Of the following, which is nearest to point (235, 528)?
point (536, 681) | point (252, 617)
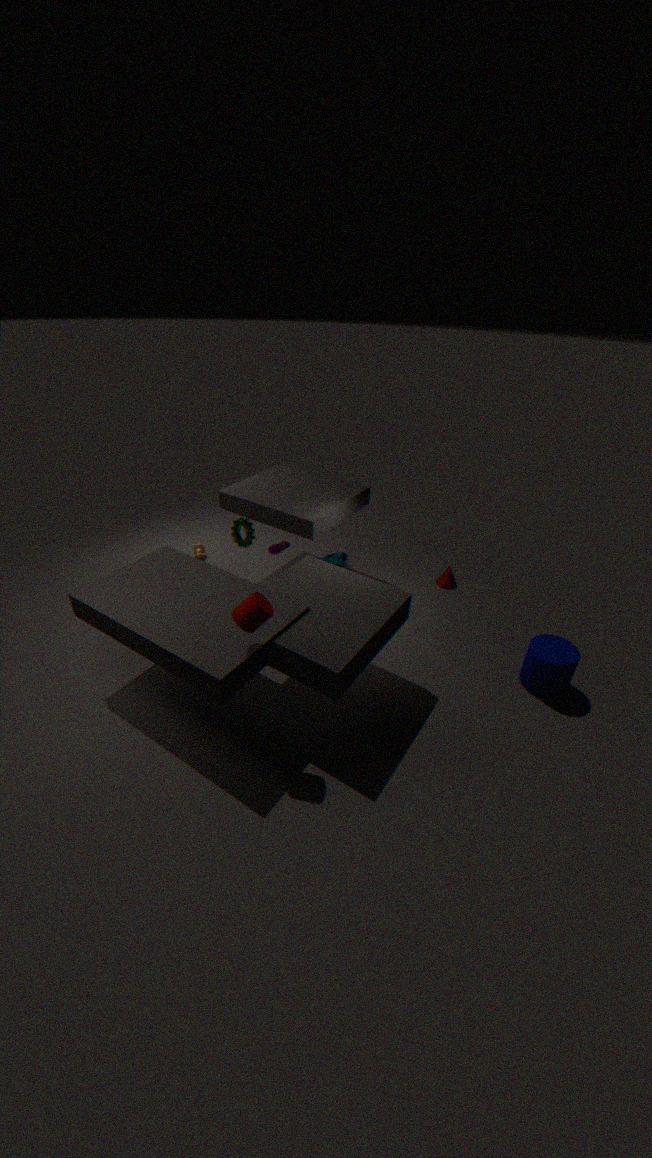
point (252, 617)
